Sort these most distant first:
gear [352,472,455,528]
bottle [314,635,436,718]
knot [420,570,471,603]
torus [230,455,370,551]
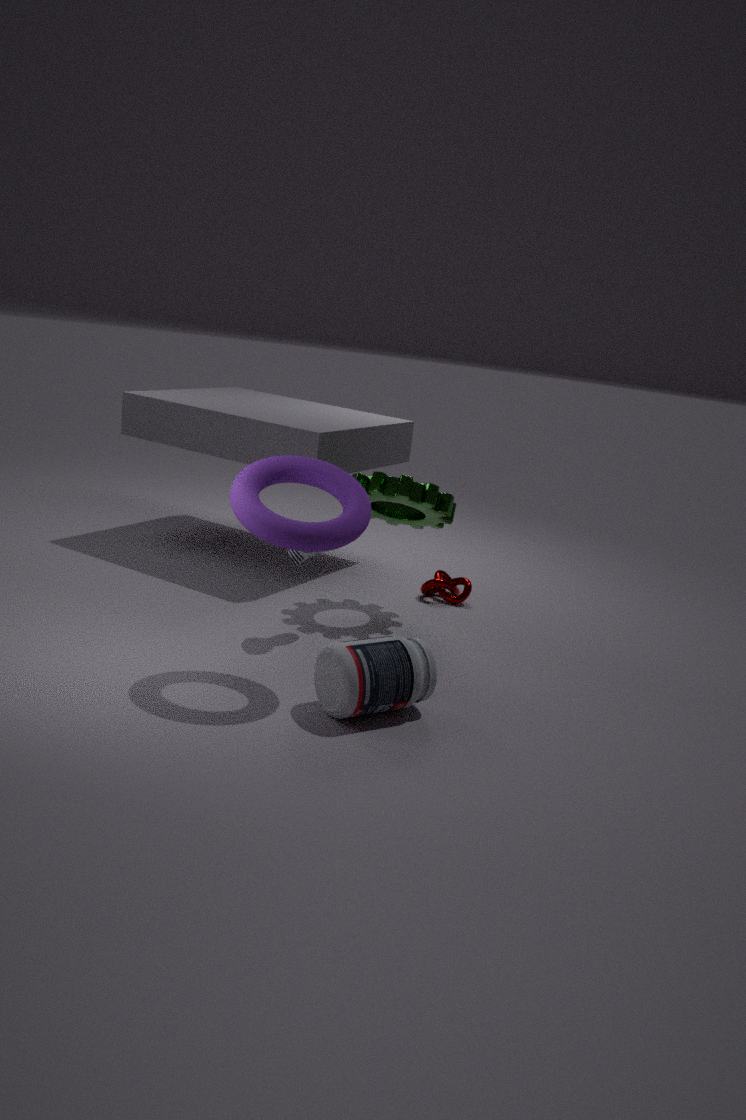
knot [420,570,471,603], gear [352,472,455,528], bottle [314,635,436,718], torus [230,455,370,551]
